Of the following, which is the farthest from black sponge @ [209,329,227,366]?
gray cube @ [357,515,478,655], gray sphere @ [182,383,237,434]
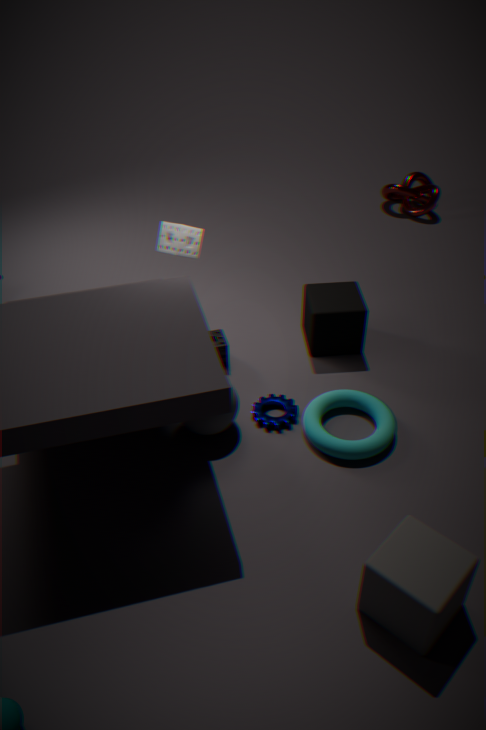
gray cube @ [357,515,478,655]
